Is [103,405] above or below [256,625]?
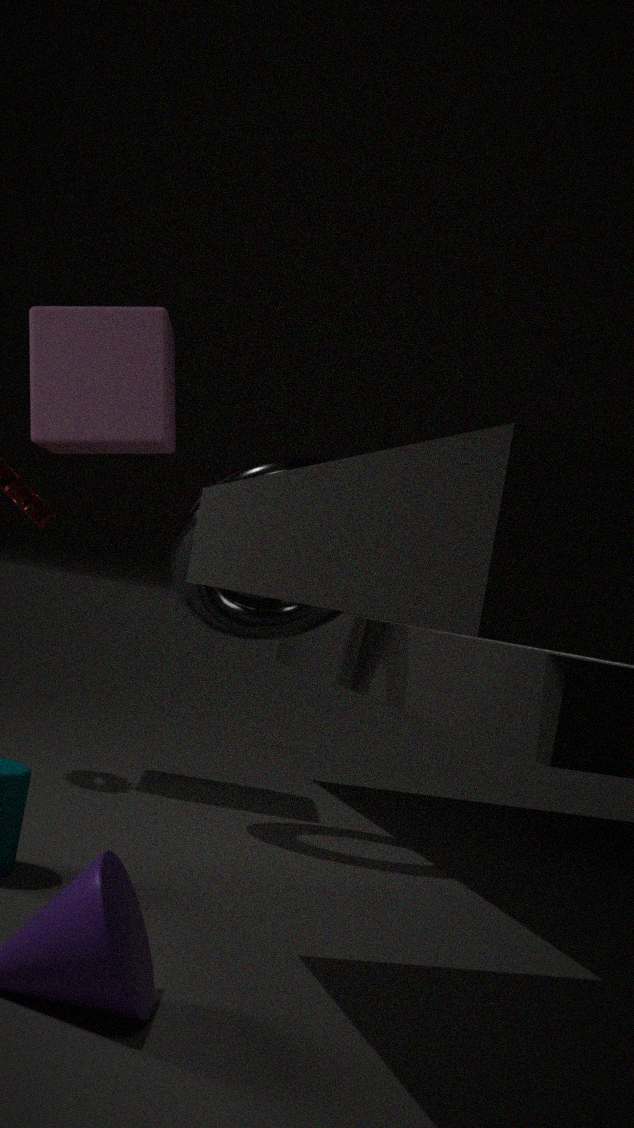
above
